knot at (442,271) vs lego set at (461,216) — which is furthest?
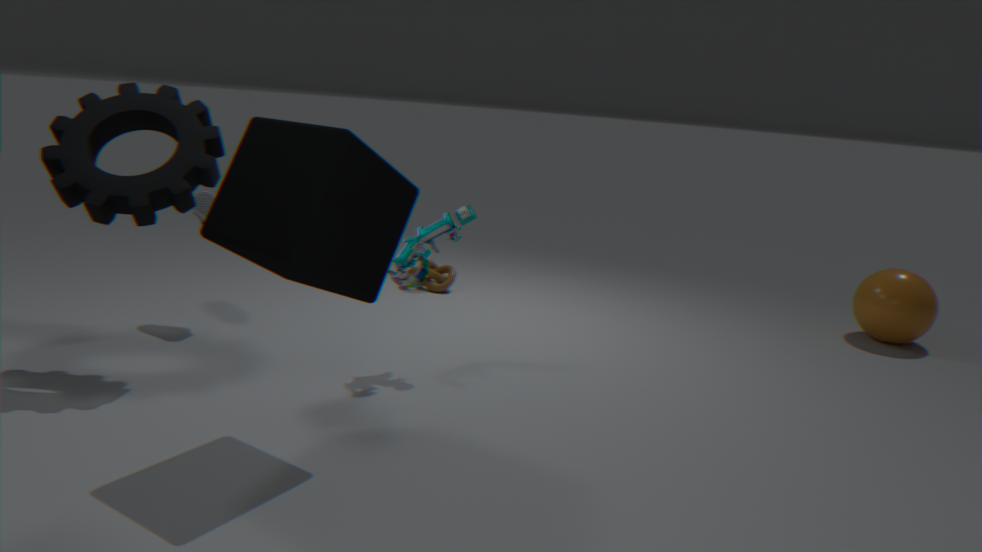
knot at (442,271)
